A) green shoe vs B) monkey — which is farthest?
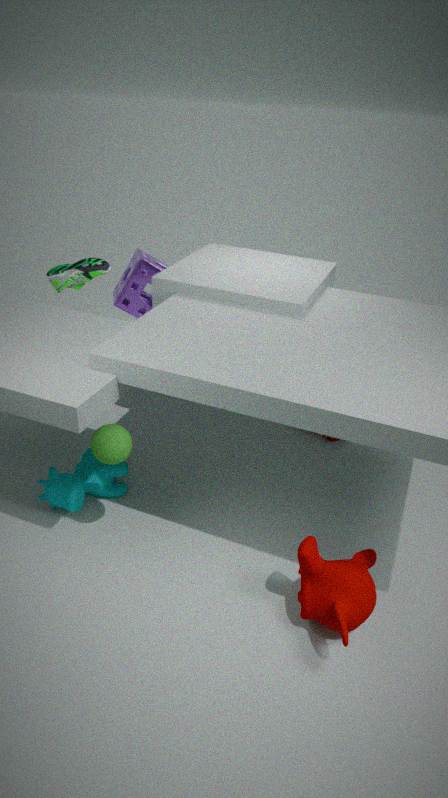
A. green shoe
